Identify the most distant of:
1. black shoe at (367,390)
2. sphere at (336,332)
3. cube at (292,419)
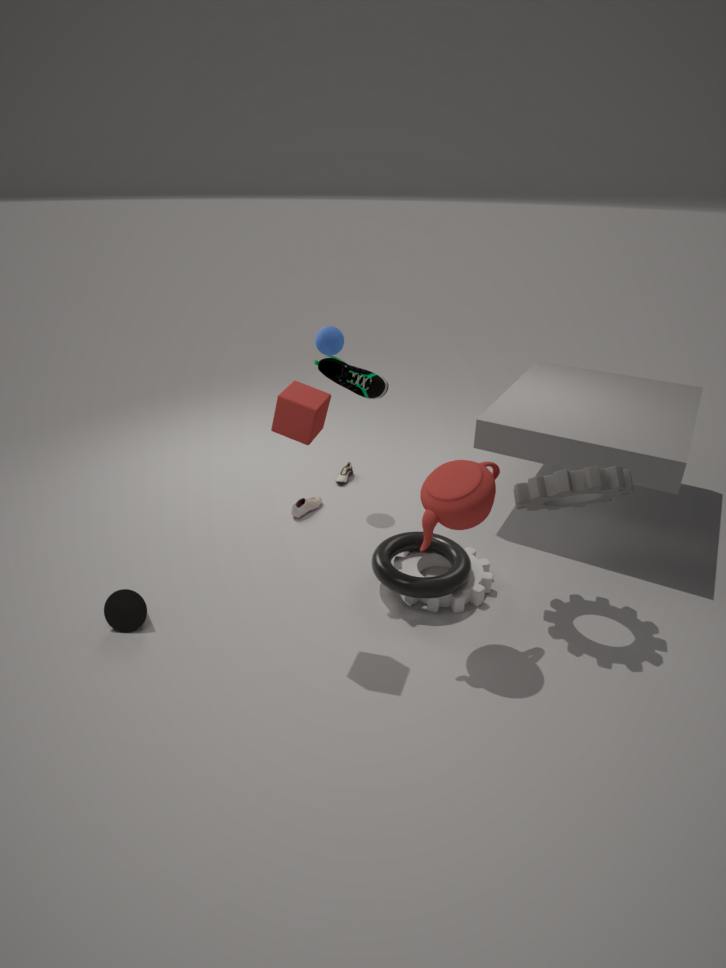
sphere at (336,332)
